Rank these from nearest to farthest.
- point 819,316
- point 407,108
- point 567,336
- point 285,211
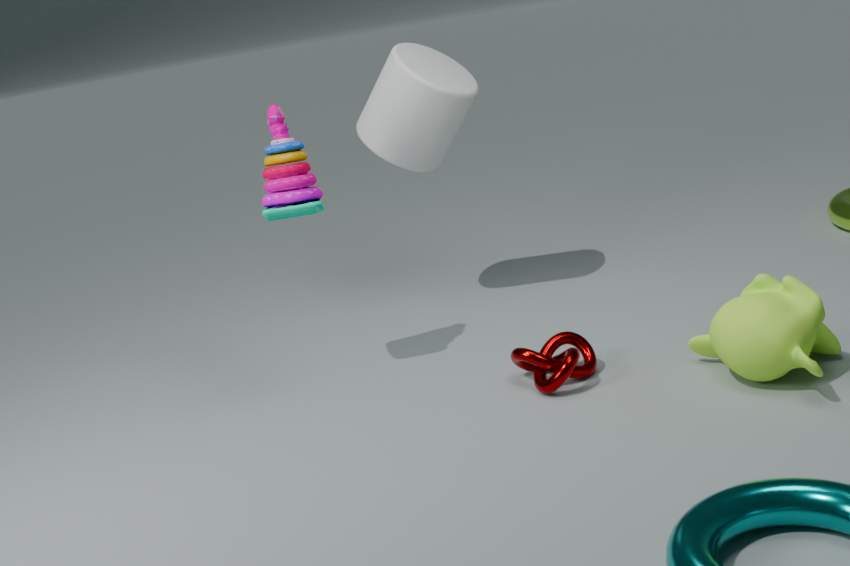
point 819,316
point 567,336
point 285,211
point 407,108
